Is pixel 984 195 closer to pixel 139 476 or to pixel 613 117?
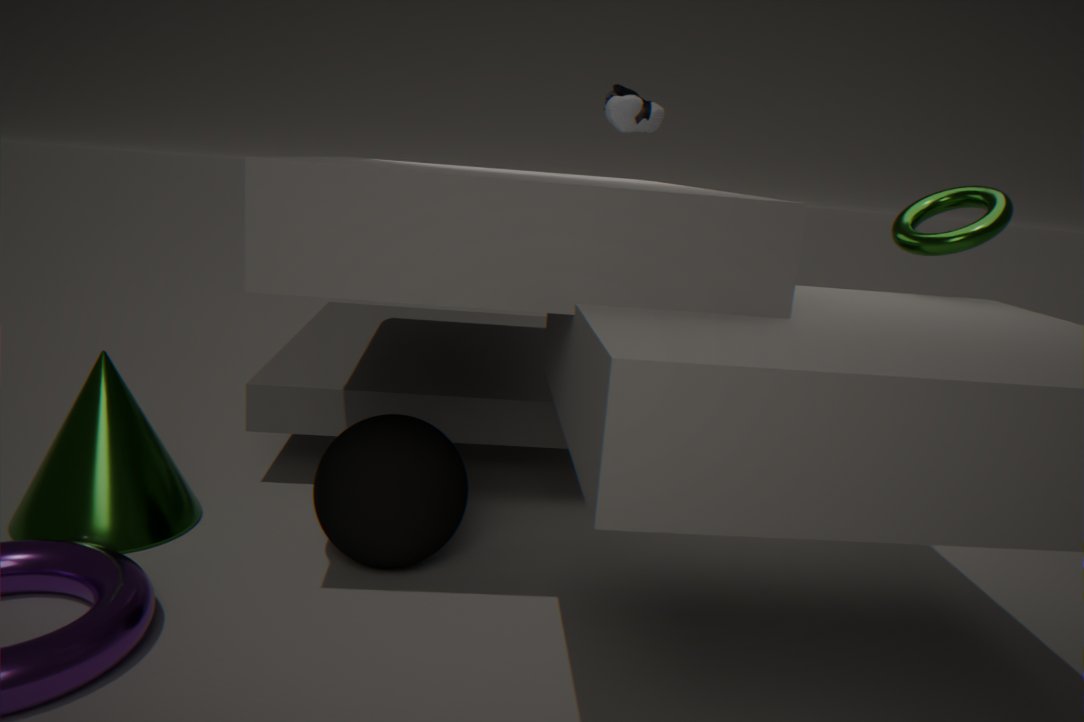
pixel 613 117
